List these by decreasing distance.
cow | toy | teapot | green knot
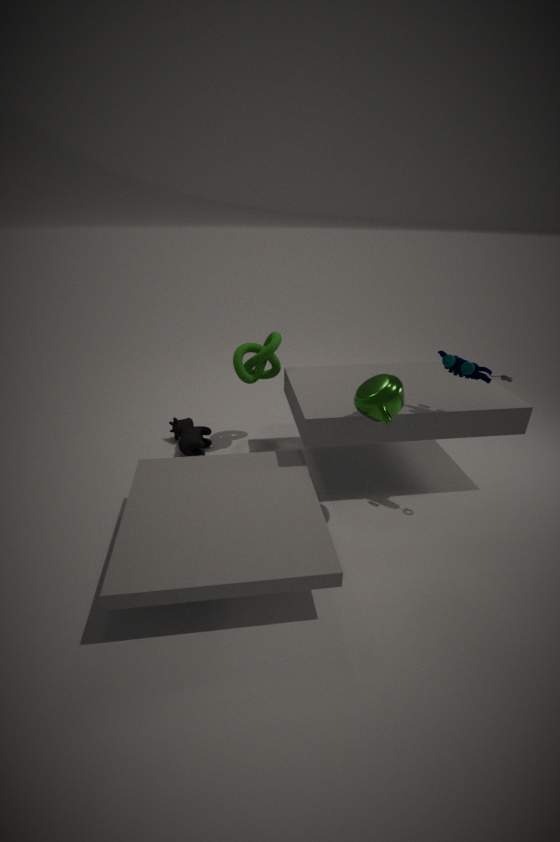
cow < green knot < toy < teapot
